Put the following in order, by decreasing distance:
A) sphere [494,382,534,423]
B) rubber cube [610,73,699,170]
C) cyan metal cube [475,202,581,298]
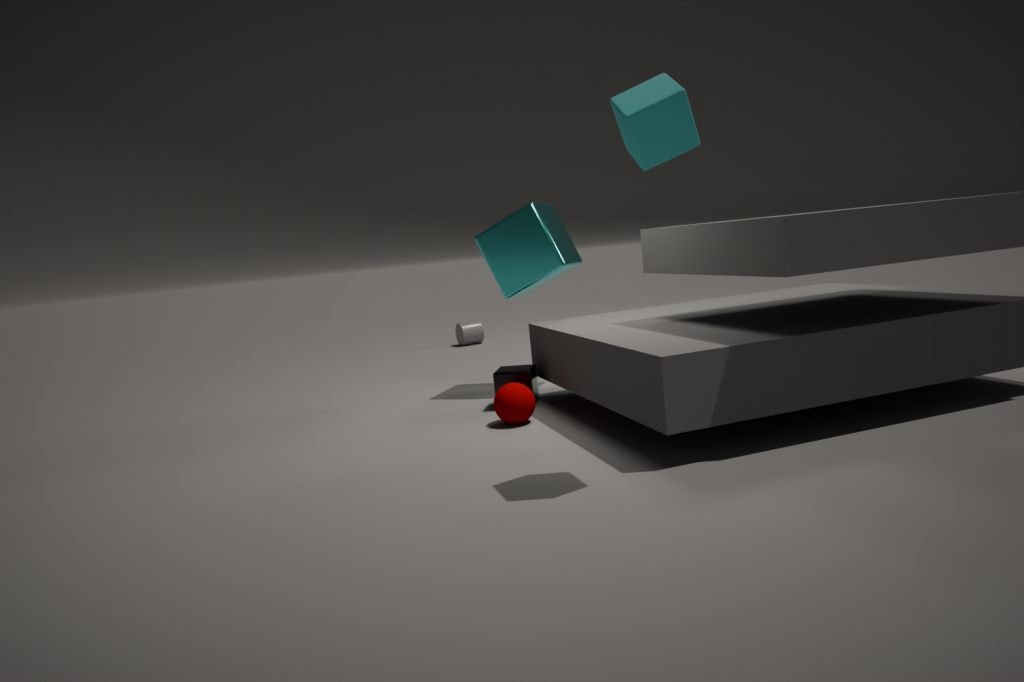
cyan metal cube [475,202,581,298]
sphere [494,382,534,423]
rubber cube [610,73,699,170]
